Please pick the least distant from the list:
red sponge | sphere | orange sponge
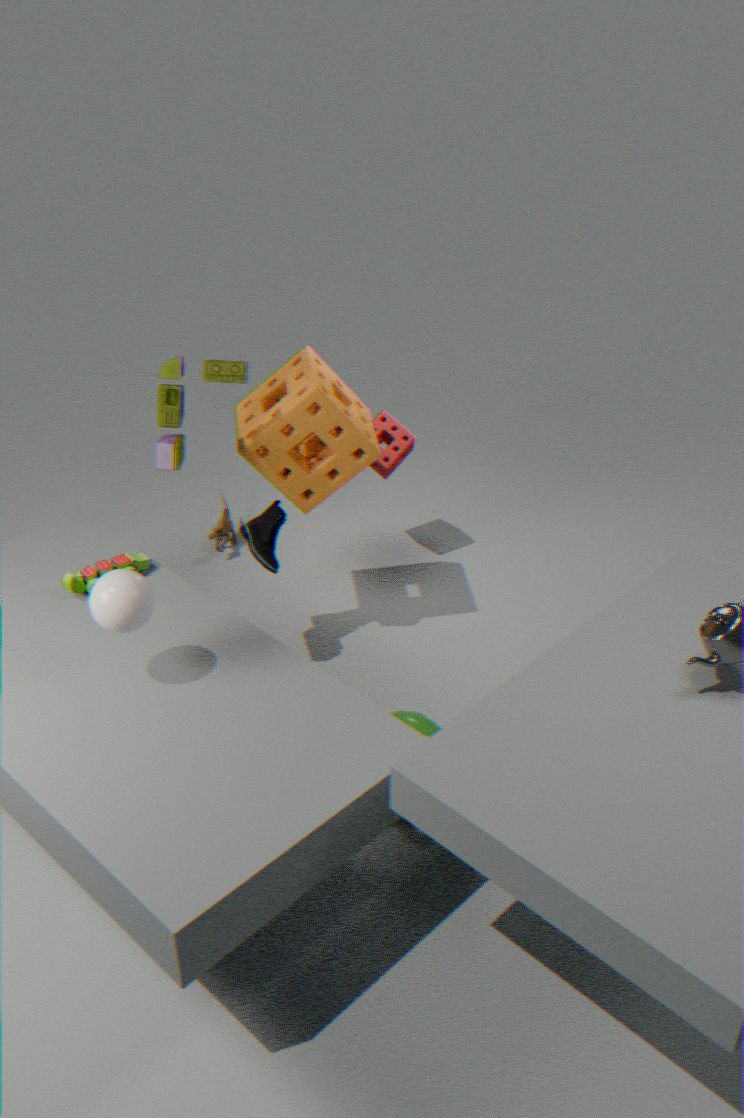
sphere
